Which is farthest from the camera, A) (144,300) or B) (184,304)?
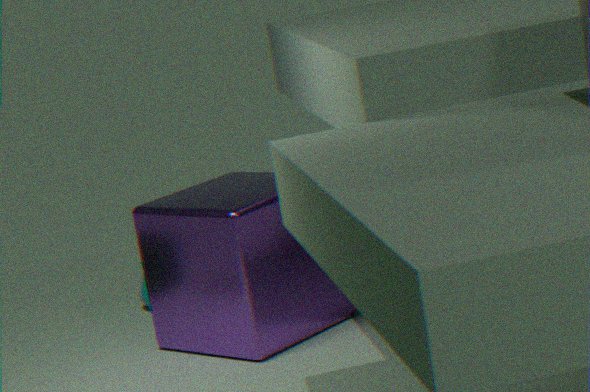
A. (144,300)
